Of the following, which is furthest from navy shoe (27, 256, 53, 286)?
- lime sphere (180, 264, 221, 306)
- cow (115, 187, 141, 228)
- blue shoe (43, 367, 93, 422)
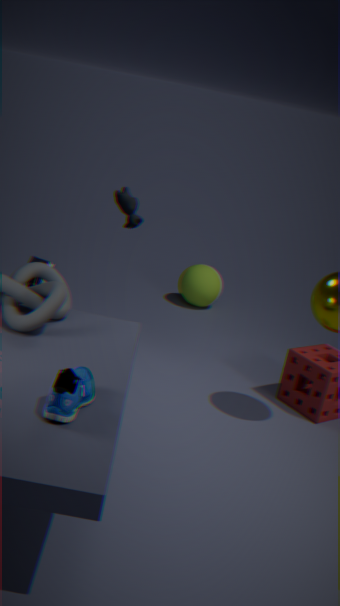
lime sphere (180, 264, 221, 306)
